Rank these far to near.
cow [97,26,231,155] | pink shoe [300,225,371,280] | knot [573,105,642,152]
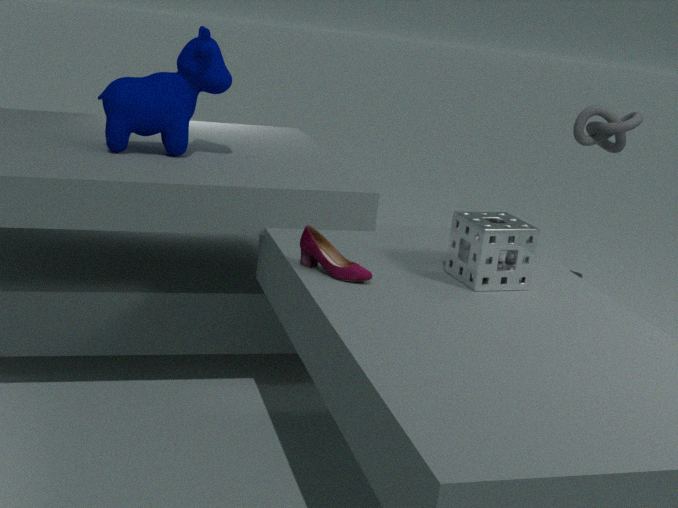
1. knot [573,105,642,152]
2. cow [97,26,231,155]
3. pink shoe [300,225,371,280]
